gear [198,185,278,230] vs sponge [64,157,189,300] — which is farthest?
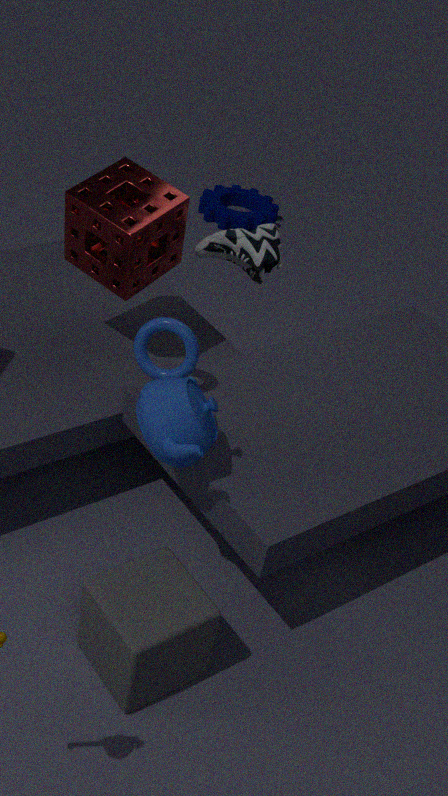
gear [198,185,278,230]
